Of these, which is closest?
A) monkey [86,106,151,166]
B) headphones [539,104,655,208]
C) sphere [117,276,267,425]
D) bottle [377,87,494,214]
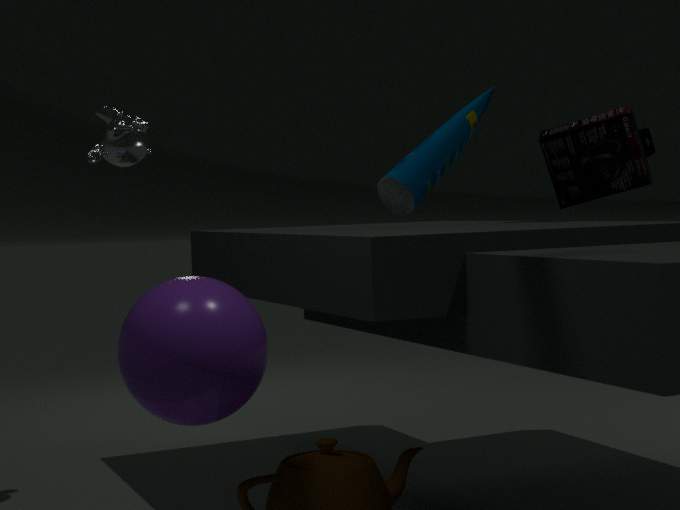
bottle [377,87,494,214]
